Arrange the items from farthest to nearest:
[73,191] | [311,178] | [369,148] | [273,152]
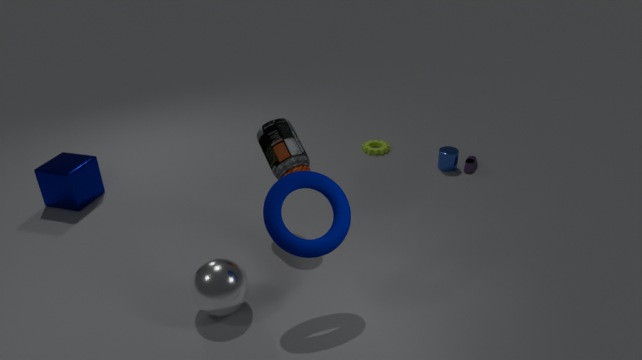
[369,148] < [73,191] < [273,152] < [311,178]
